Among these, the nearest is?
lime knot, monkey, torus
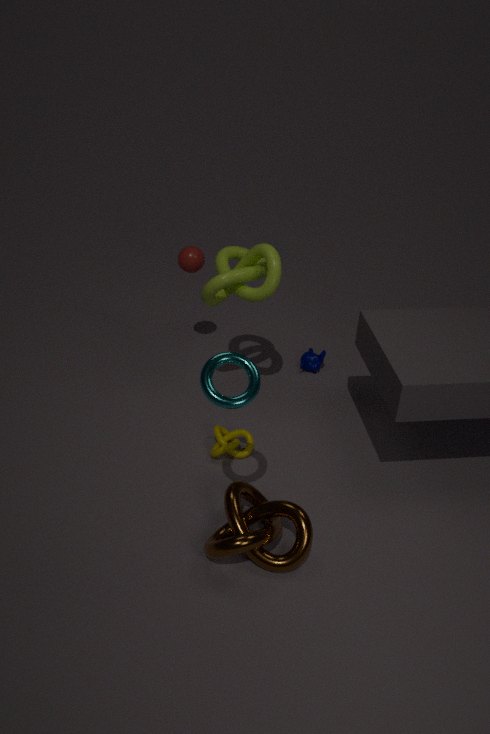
torus
